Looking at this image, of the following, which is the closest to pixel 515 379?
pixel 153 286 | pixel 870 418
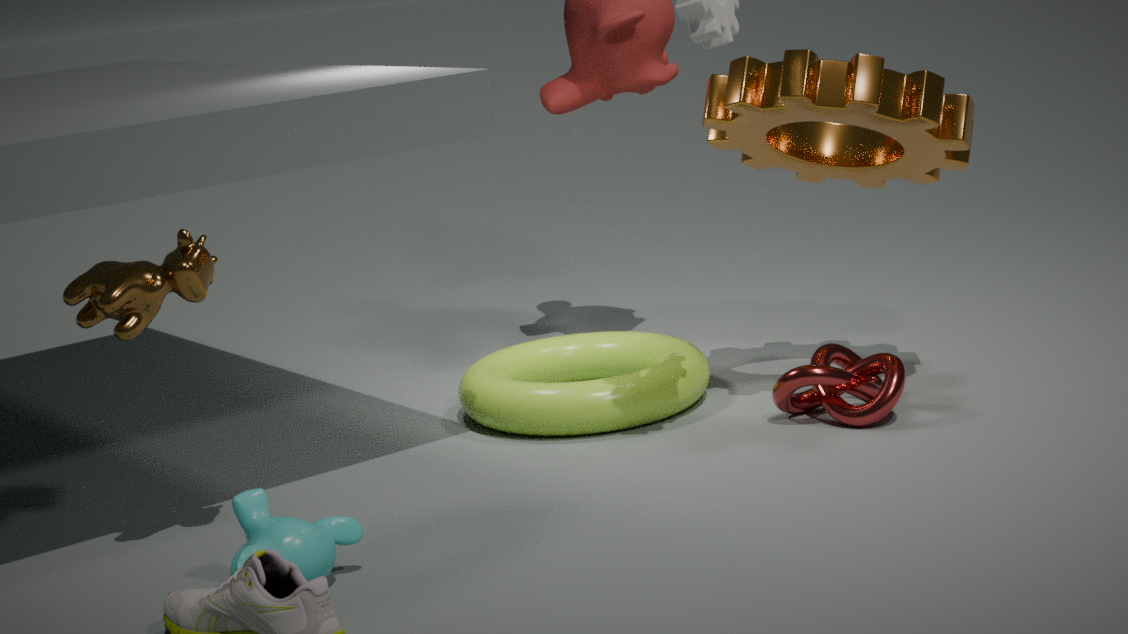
pixel 870 418
